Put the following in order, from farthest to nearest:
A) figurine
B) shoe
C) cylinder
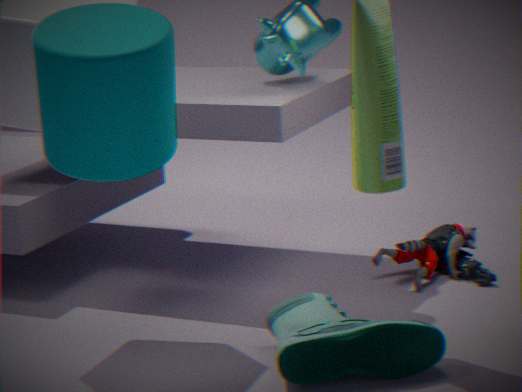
figurine, shoe, cylinder
